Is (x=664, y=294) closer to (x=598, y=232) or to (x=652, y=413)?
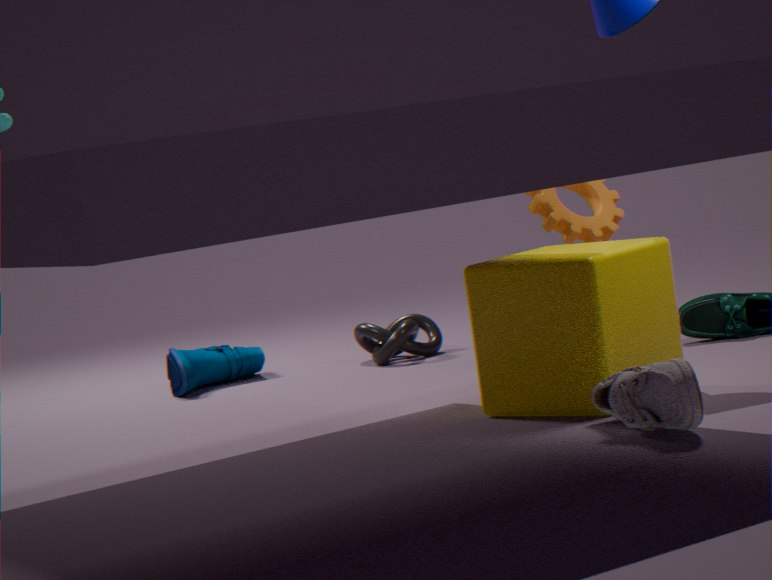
(x=652, y=413)
